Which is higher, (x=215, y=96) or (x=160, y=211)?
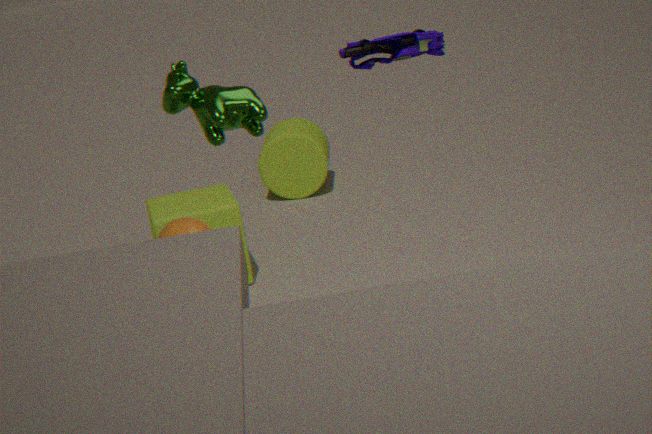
(x=215, y=96)
